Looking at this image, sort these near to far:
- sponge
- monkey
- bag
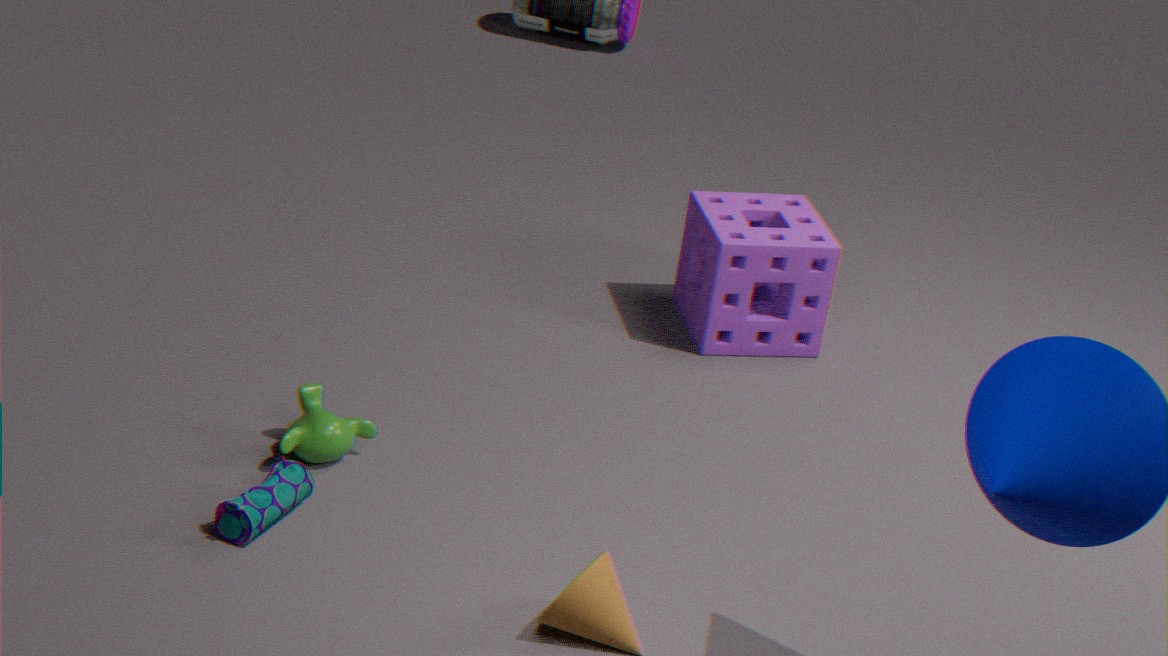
bag, monkey, sponge
